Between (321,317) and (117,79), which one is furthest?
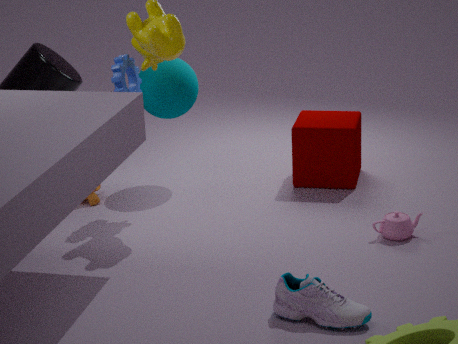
(117,79)
